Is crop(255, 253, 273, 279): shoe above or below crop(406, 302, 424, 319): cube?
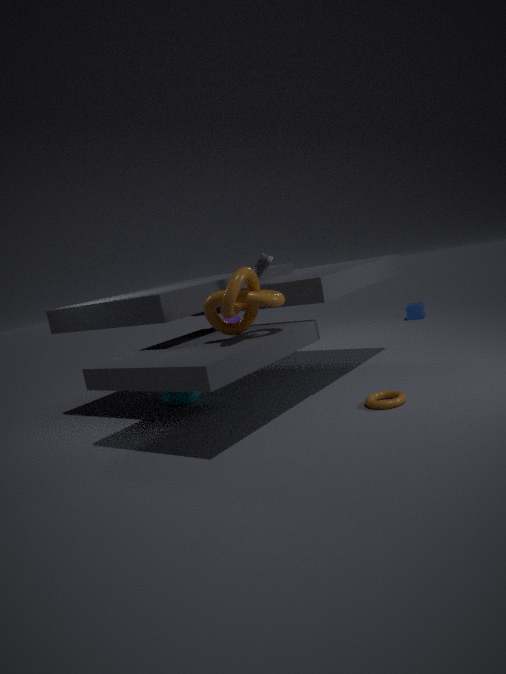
above
